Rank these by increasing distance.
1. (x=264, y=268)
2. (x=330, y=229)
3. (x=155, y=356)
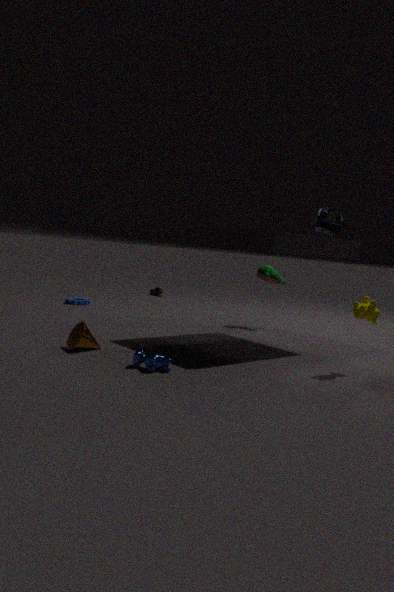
1. (x=155, y=356)
2. (x=330, y=229)
3. (x=264, y=268)
